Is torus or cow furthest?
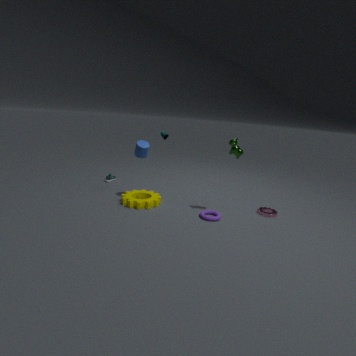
torus
